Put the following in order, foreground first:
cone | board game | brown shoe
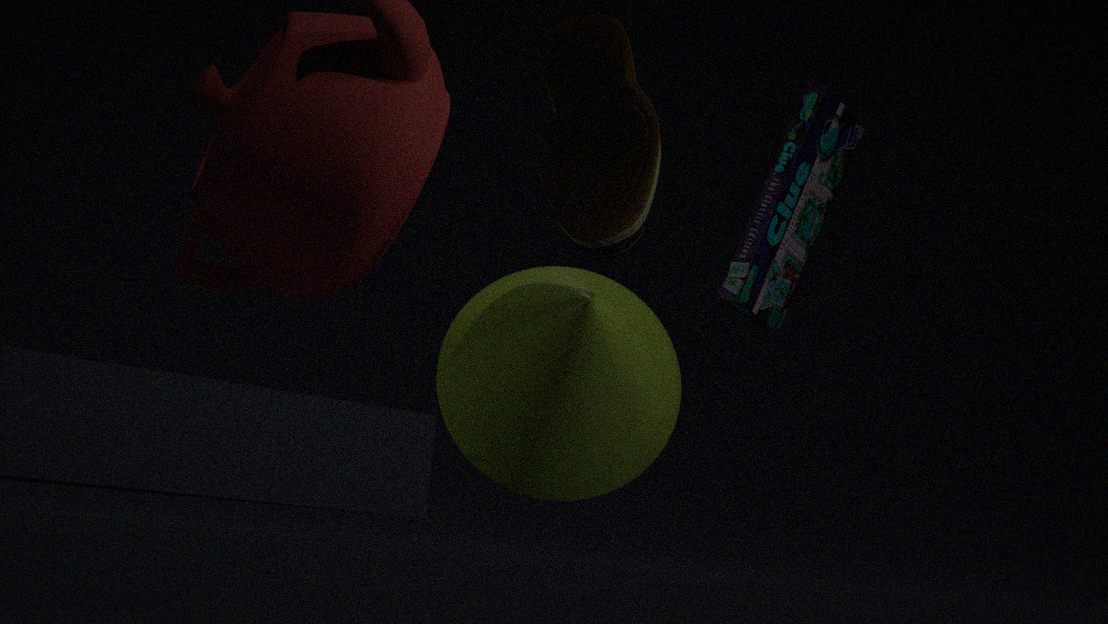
brown shoe → cone → board game
